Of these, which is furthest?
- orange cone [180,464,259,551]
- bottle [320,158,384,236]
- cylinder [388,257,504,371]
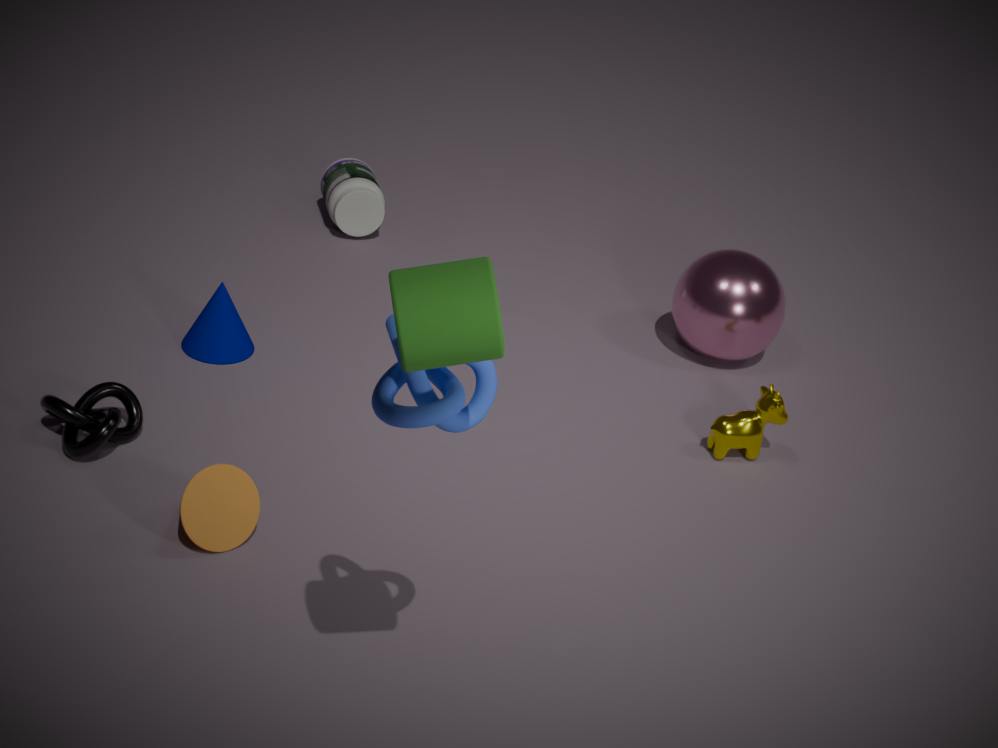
bottle [320,158,384,236]
